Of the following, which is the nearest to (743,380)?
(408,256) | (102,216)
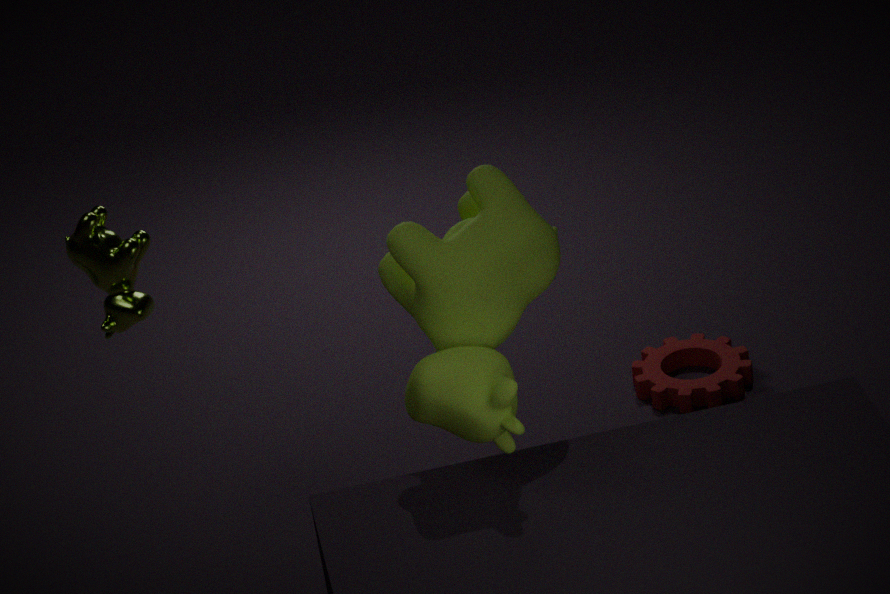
(408,256)
